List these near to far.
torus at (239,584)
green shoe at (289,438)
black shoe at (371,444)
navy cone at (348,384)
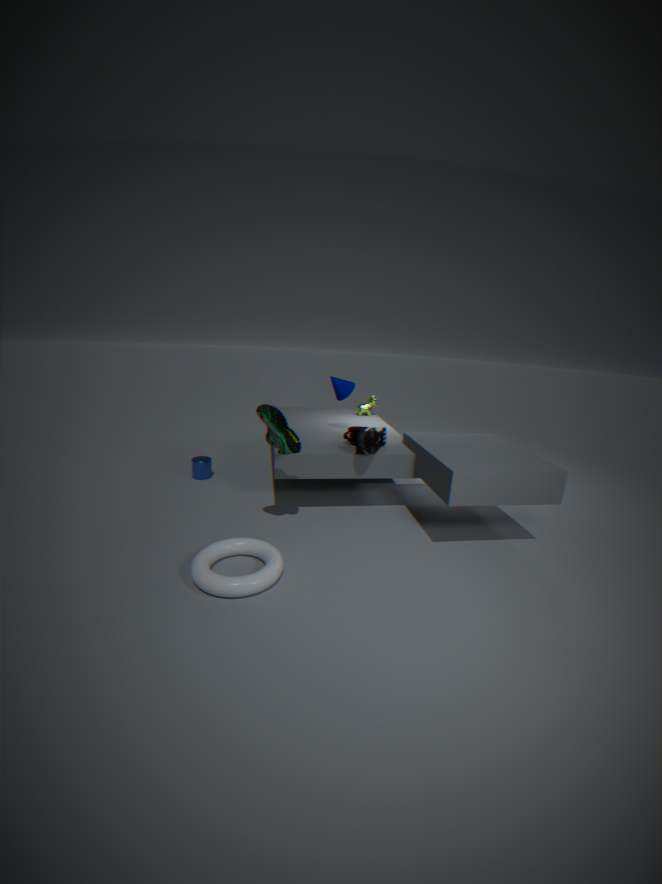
1. torus at (239,584)
2. green shoe at (289,438)
3. black shoe at (371,444)
4. navy cone at (348,384)
